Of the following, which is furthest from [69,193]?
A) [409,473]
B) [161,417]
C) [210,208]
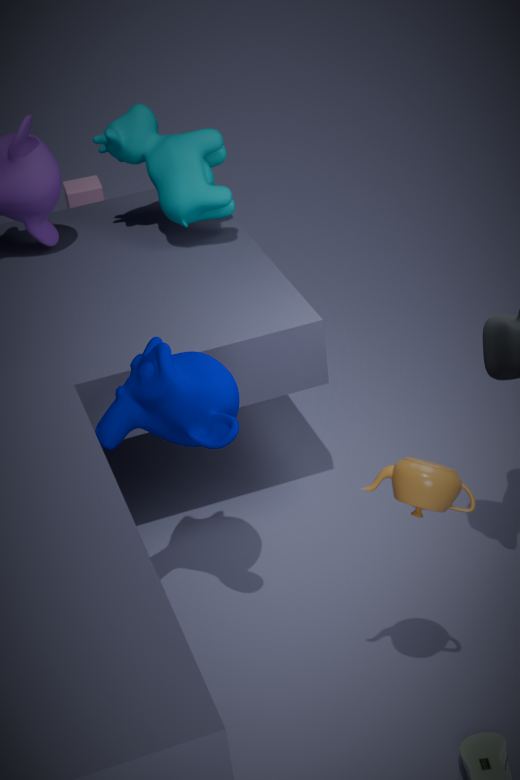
[409,473]
